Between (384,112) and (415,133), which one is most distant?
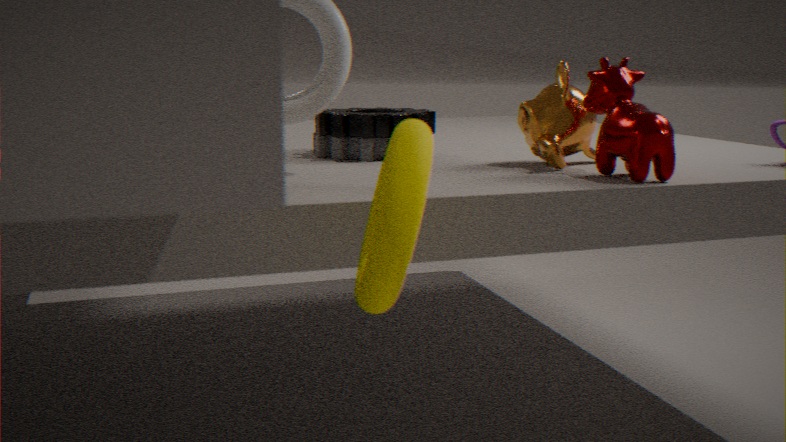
(384,112)
